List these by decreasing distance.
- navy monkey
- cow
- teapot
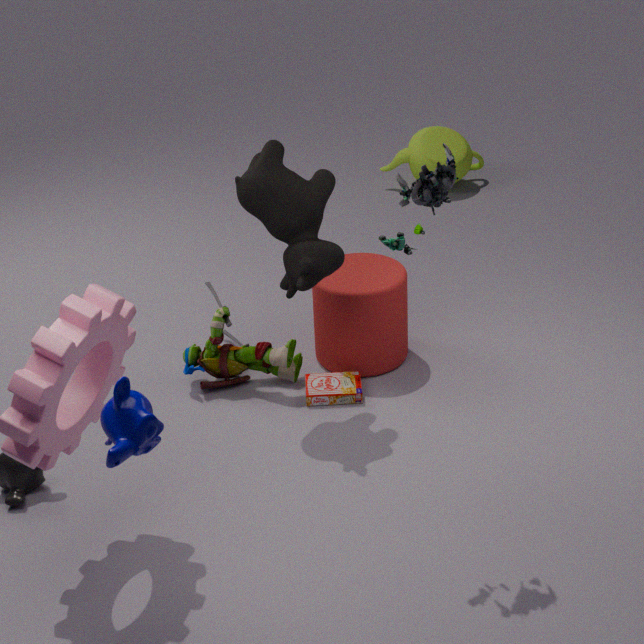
1. teapot
2. cow
3. navy monkey
